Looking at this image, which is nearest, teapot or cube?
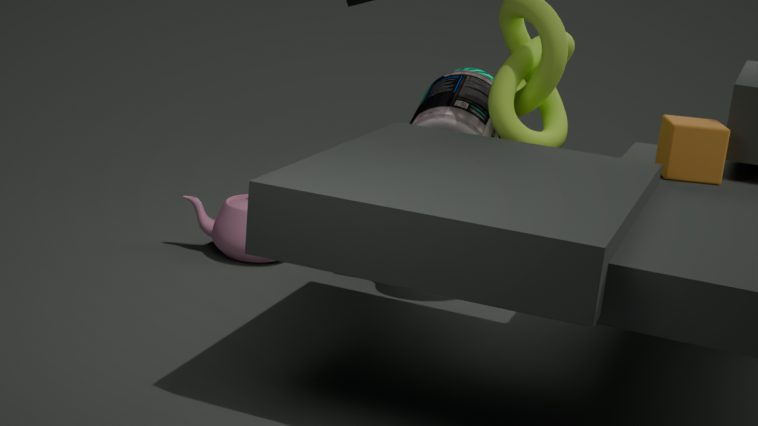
cube
